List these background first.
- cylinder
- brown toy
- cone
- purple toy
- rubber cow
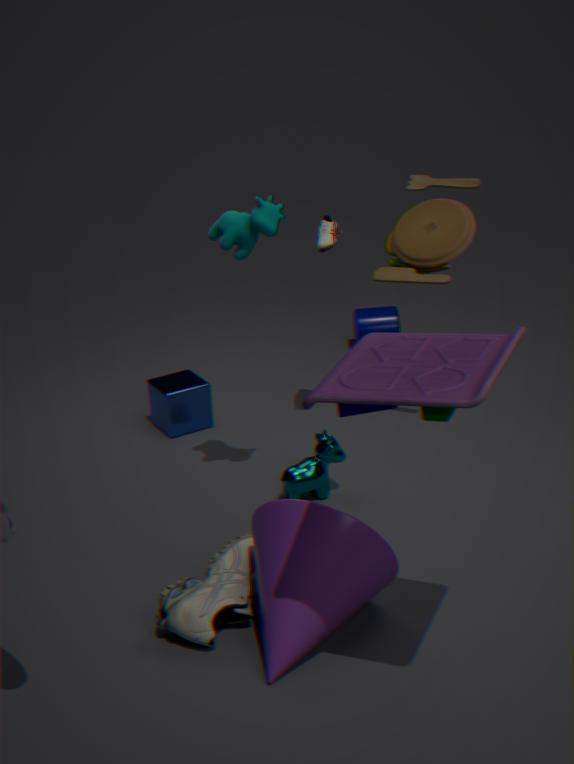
cylinder → brown toy → rubber cow → cone → purple toy
